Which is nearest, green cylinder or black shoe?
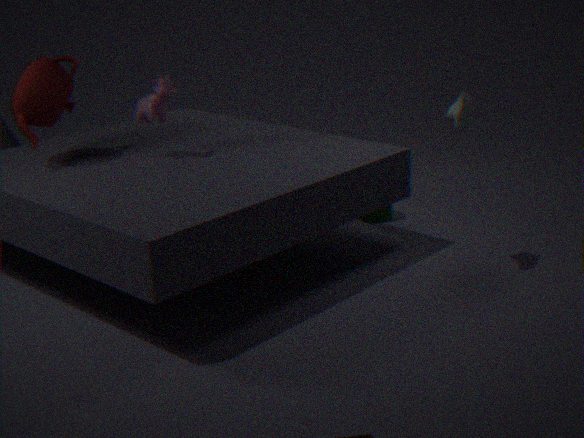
black shoe
